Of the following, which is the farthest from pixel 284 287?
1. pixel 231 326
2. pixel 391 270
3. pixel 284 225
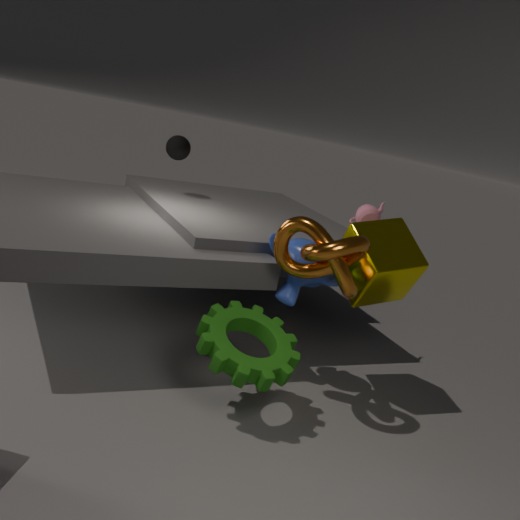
pixel 231 326
